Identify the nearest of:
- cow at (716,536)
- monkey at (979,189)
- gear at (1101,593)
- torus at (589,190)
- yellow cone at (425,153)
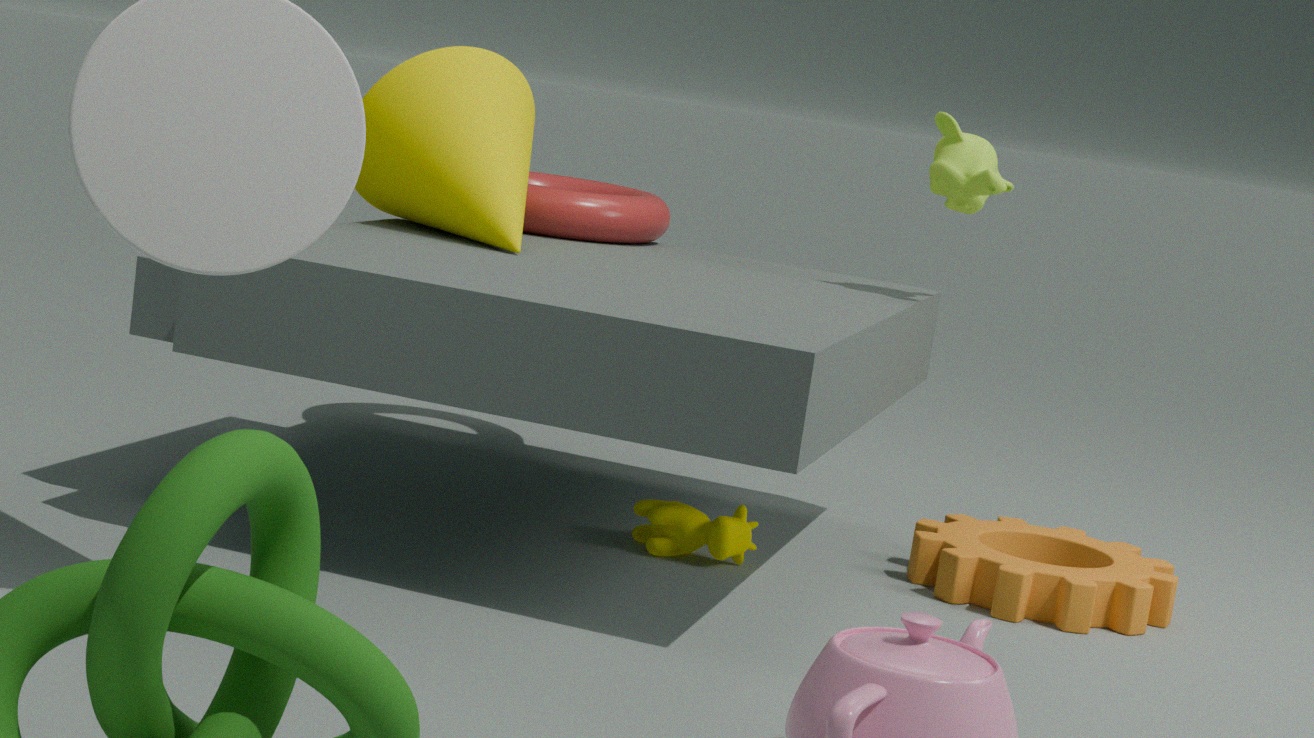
gear at (1101,593)
